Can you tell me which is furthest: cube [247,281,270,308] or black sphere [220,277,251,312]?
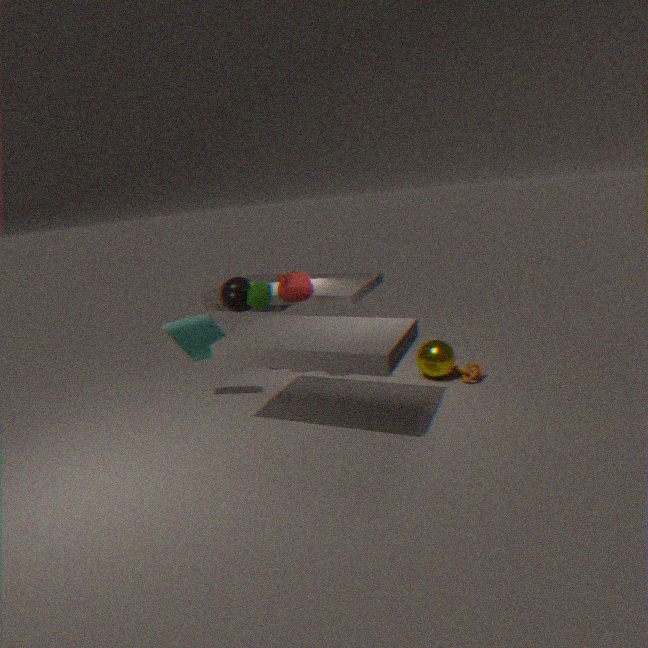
black sphere [220,277,251,312]
